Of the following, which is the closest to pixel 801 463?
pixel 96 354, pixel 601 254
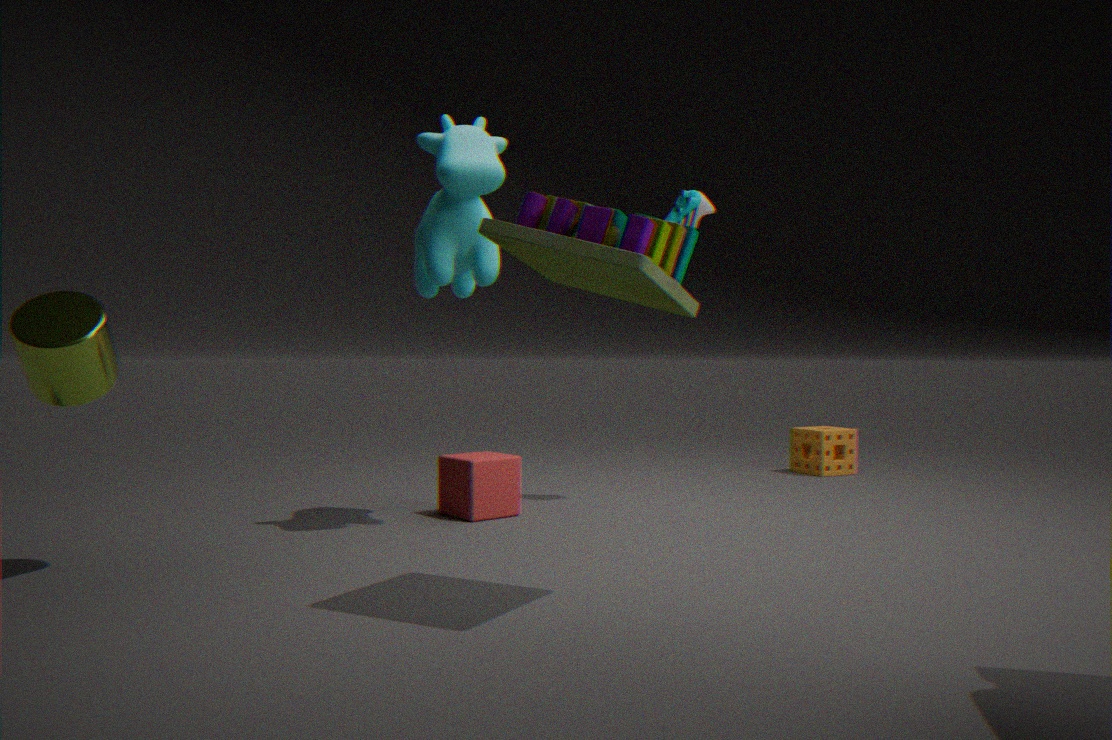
pixel 601 254
